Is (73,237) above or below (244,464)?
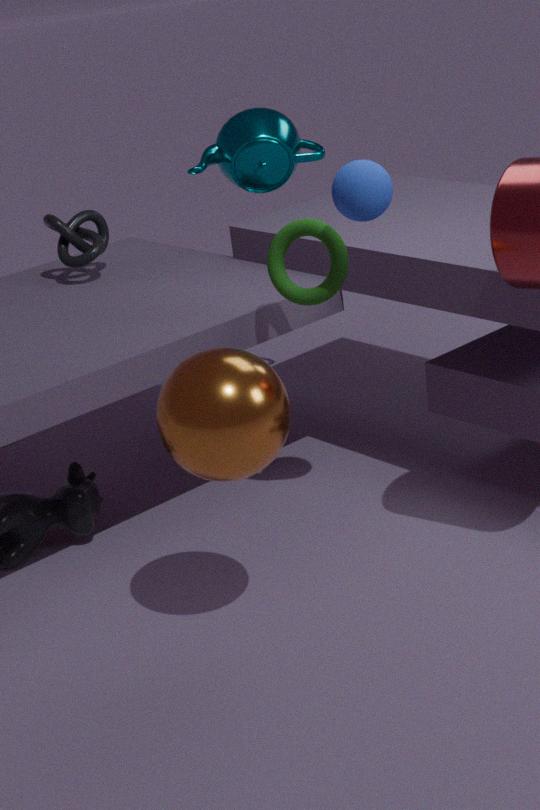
above
